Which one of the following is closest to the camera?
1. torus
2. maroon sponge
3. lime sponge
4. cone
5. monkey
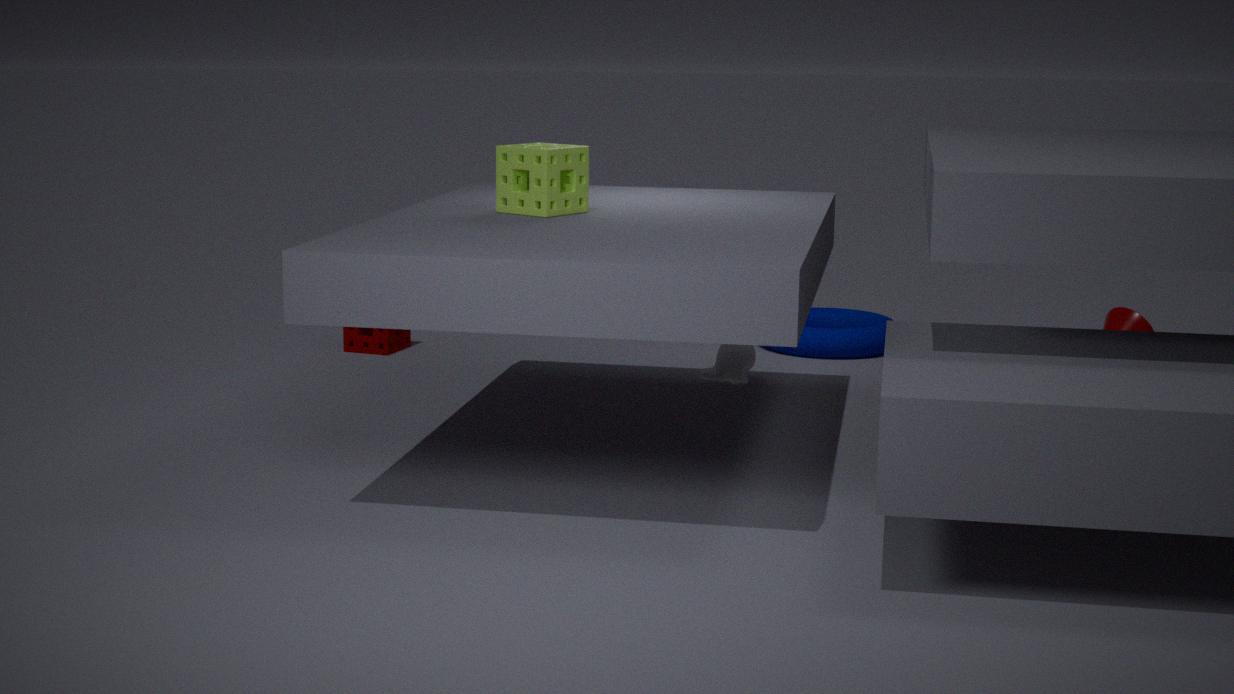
lime sponge
